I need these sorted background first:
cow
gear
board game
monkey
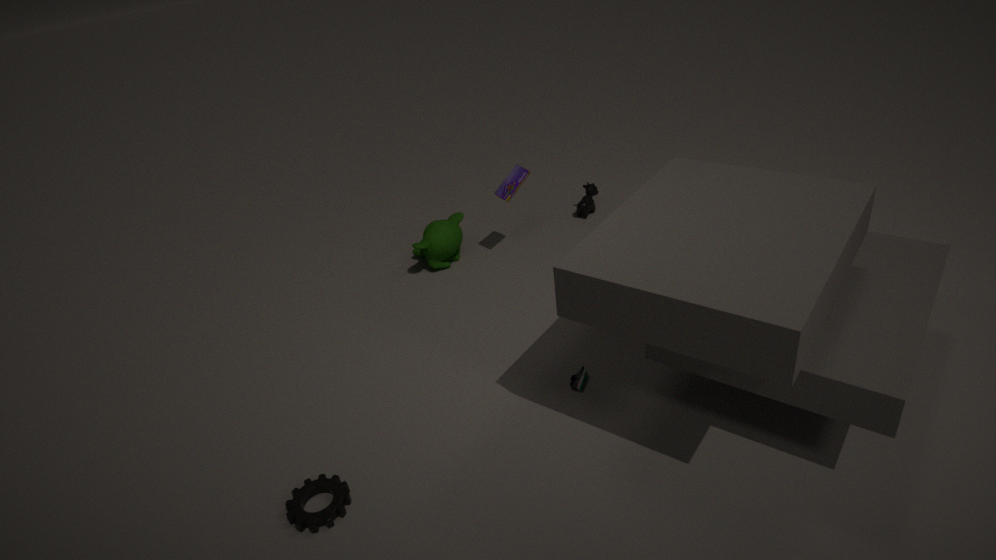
cow, monkey, board game, gear
